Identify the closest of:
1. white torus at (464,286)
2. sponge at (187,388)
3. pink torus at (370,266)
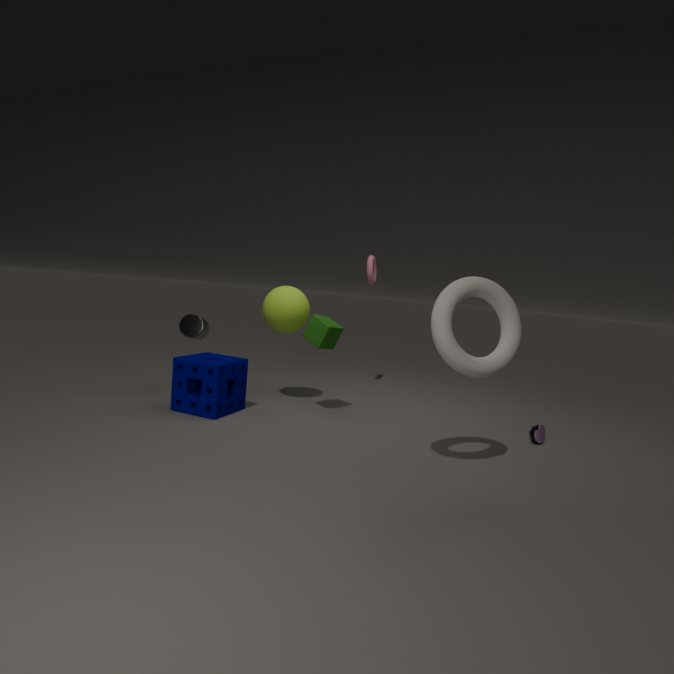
white torus at (464,286)
